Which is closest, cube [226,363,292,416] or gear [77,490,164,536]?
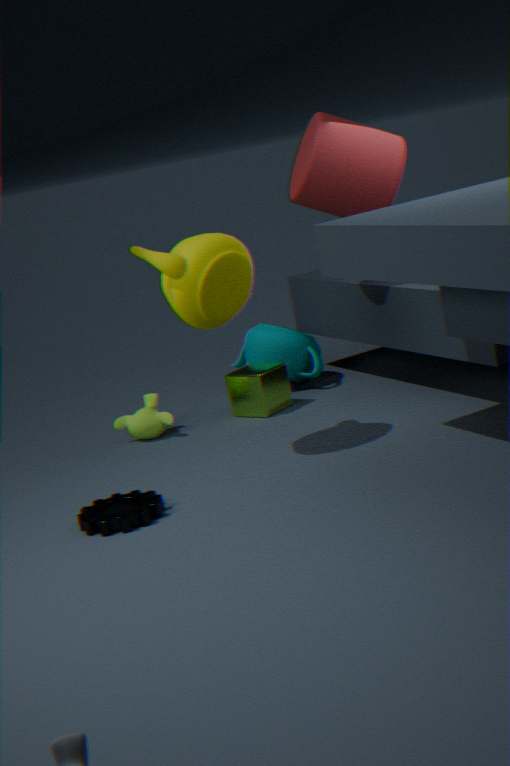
gear [77,490,164,536]
